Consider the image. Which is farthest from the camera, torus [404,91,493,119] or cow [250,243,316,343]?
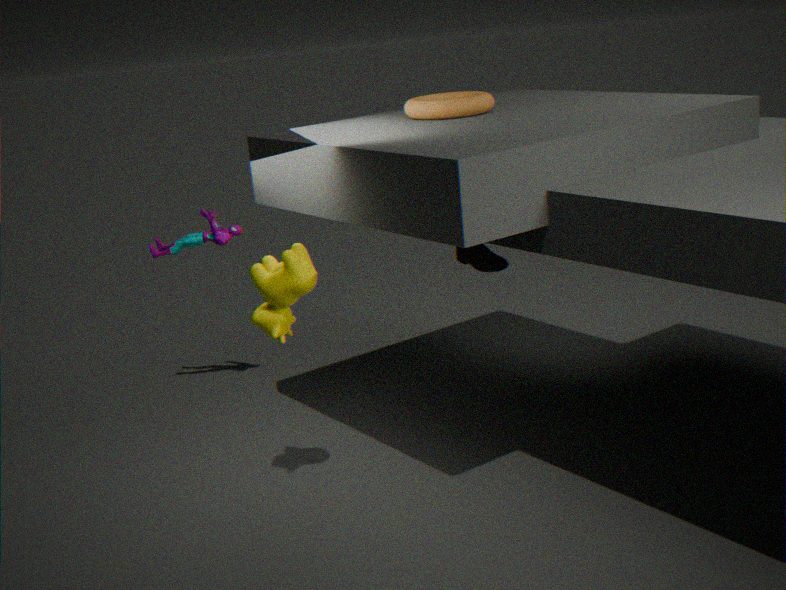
torus [404,91,493,119]
